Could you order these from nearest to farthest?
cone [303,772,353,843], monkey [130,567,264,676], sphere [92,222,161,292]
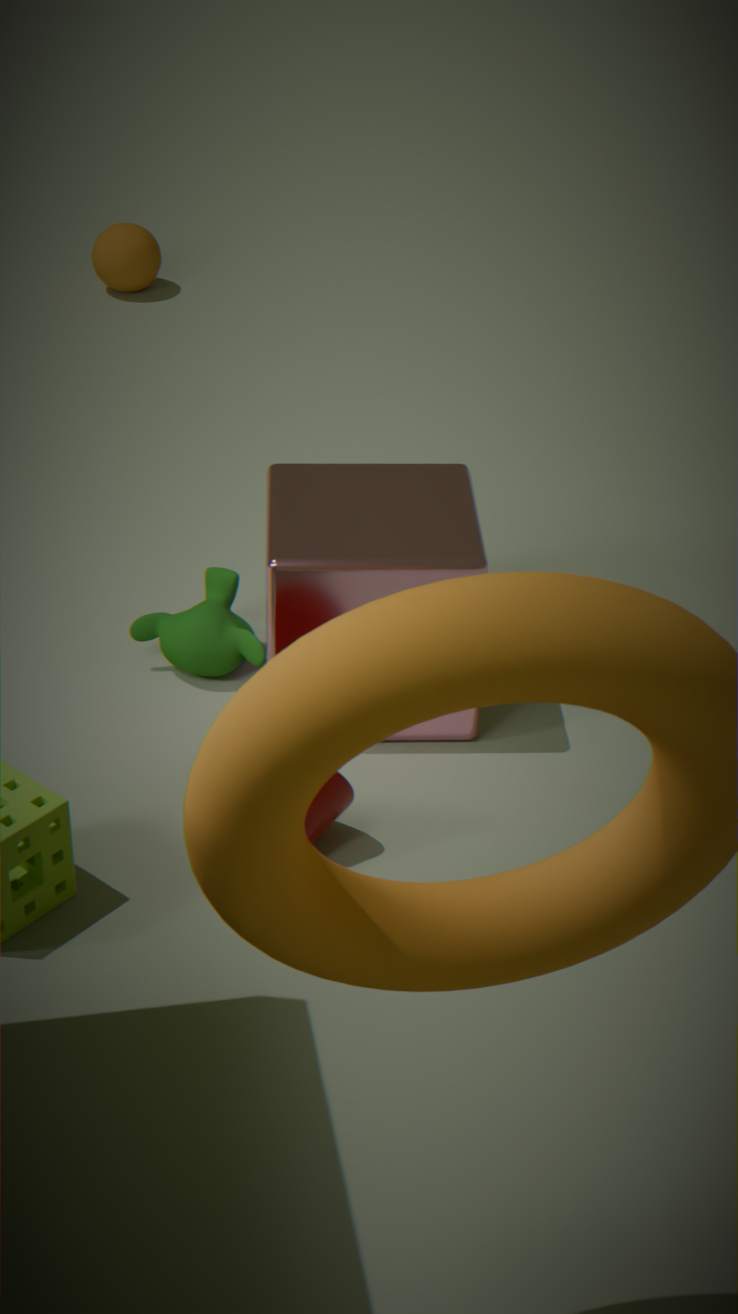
cone [303,772,353,843] → monkey [130,567,264,676] → sphere [92,222,161,292]
